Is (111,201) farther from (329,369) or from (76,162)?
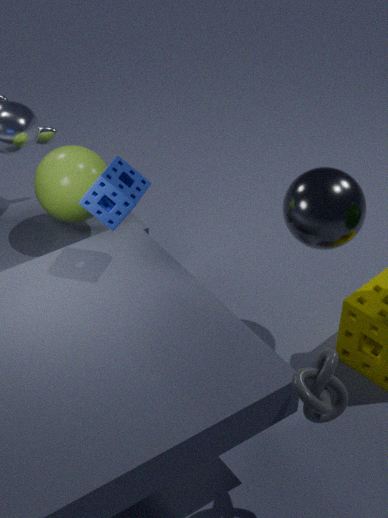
(329,369)
